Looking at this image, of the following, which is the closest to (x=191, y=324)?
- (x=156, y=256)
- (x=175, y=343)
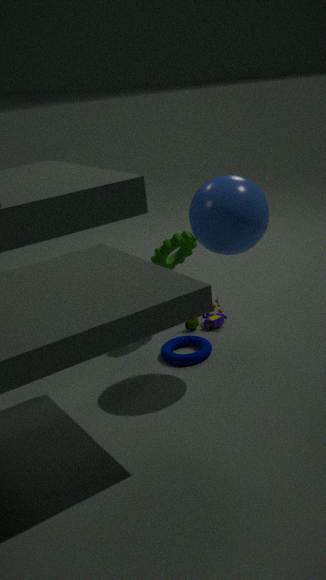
Answer: (x=175, y=343)
